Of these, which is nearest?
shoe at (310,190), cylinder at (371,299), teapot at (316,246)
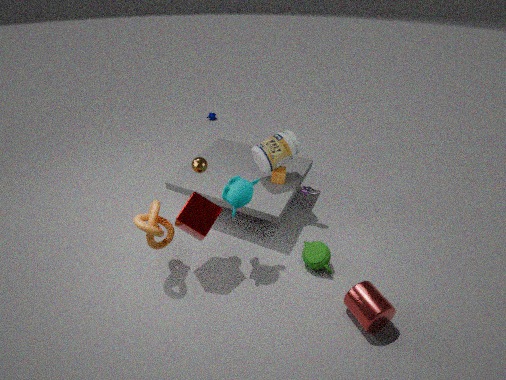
cylinder at (371,299)
